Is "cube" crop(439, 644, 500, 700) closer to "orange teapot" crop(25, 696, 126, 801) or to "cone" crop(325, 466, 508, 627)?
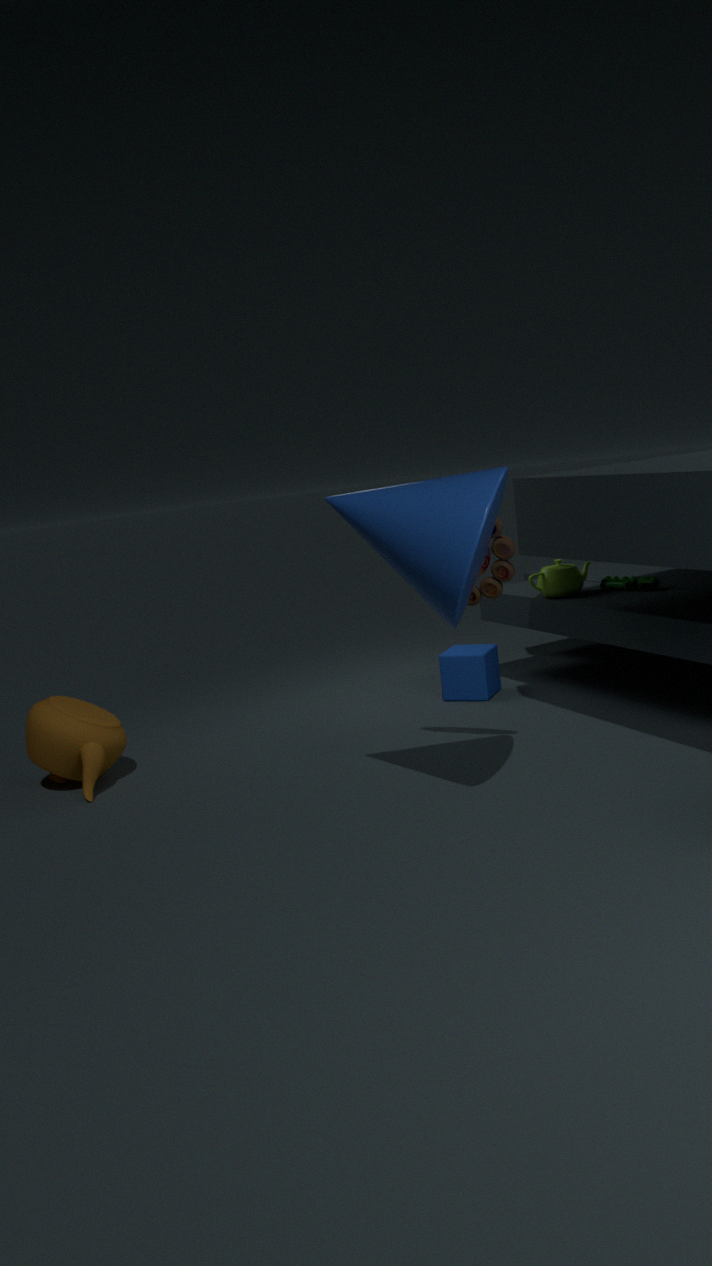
"cone" crop(325, 466, 508, 627)
